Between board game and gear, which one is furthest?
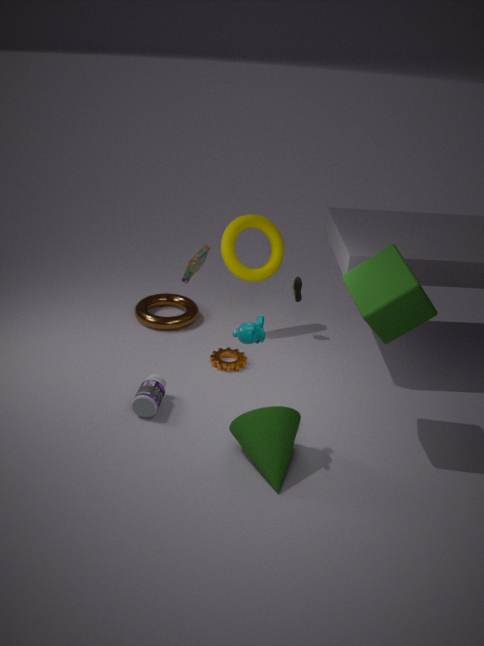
gear
